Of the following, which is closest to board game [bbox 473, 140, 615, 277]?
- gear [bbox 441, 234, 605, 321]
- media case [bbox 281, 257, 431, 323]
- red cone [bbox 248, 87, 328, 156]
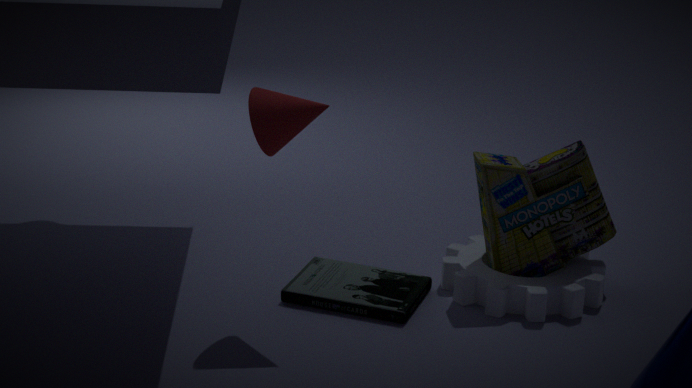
gear [bbox 441, 234, 605, 321]
